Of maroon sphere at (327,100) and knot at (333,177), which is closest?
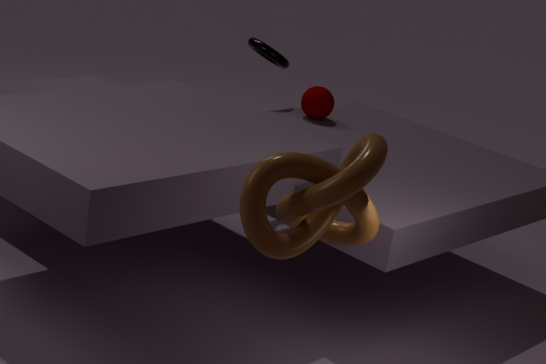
knot at (333,177)
